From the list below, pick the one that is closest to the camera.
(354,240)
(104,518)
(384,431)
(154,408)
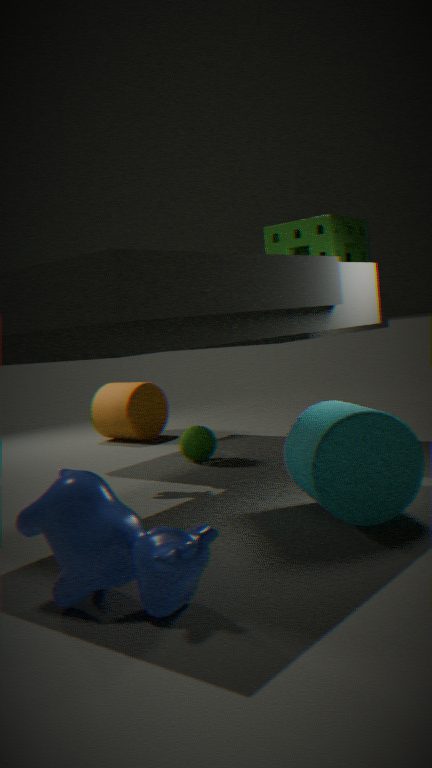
(104,518)
